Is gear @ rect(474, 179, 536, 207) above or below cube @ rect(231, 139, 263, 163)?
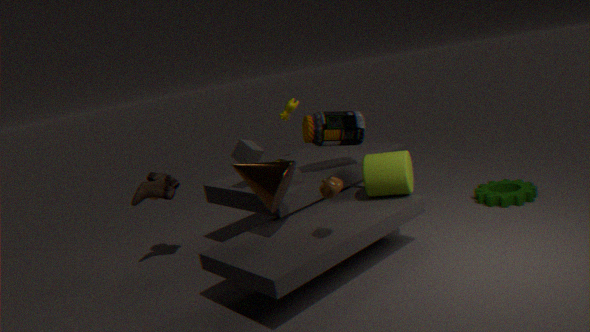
below
